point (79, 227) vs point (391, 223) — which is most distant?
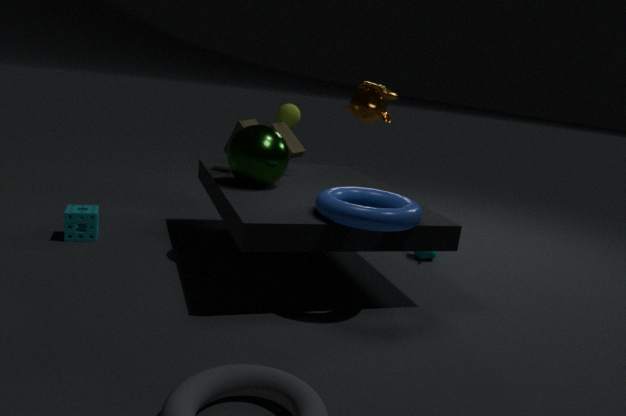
point (79, 227)
